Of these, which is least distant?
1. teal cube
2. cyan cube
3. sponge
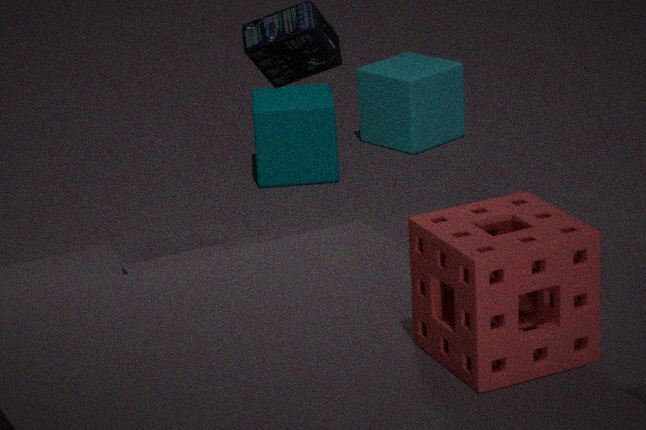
sponge
